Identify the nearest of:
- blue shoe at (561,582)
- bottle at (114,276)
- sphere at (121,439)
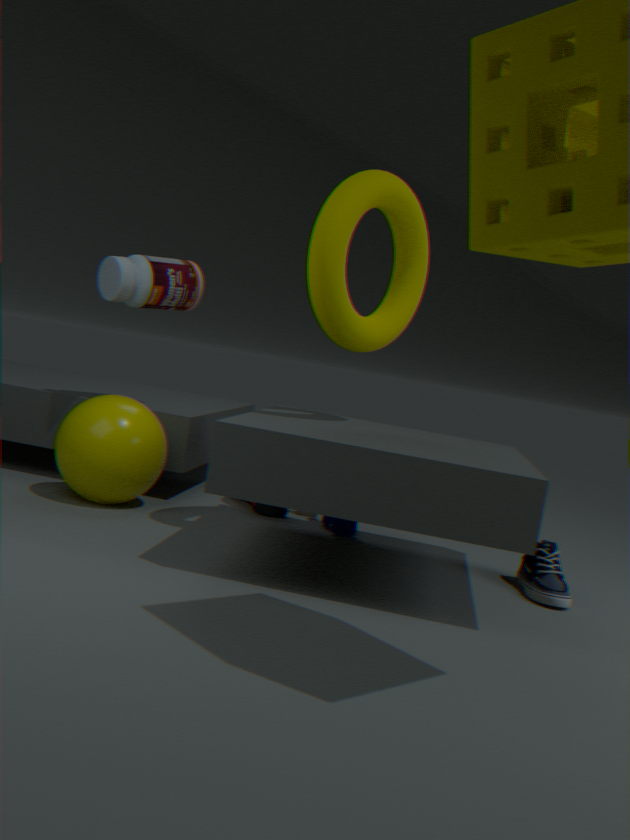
blue shoe at (561,582)
